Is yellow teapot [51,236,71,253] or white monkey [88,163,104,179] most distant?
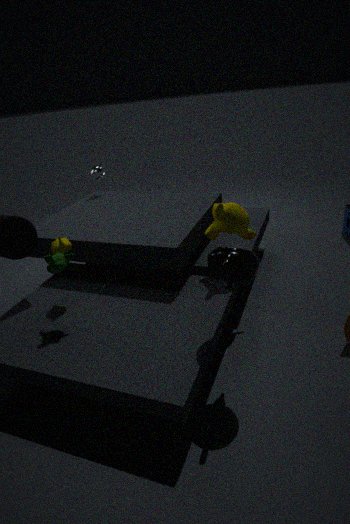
white monkey [88,163,104,179]
